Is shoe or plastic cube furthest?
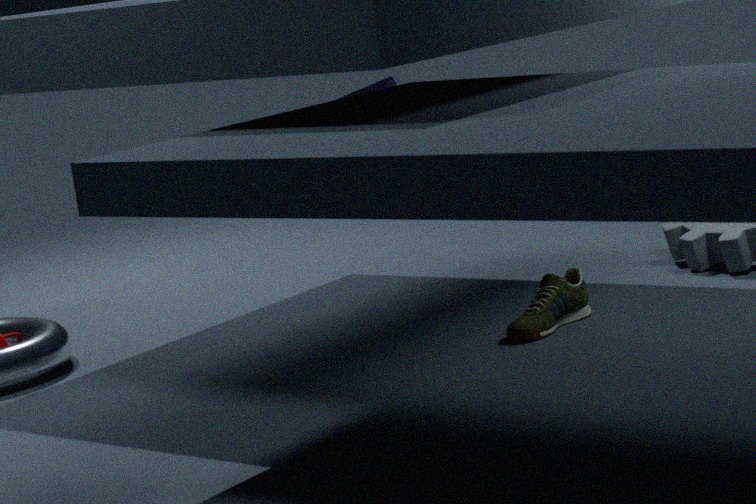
plastic cube
